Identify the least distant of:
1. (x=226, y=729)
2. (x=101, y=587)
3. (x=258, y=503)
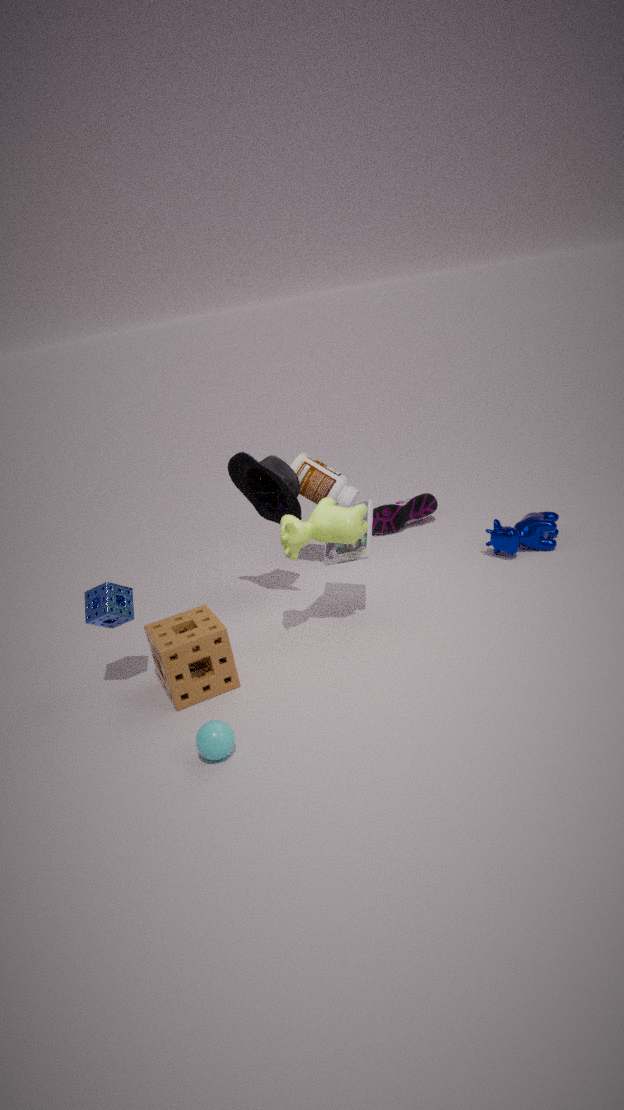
(x=226, y=729)
